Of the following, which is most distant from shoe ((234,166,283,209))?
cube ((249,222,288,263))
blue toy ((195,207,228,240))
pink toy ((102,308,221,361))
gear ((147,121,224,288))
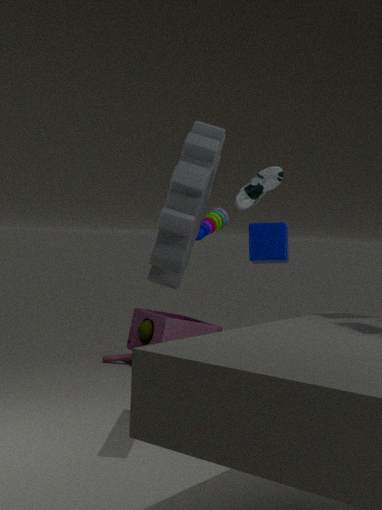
pink toy ((102,308,221,361))
